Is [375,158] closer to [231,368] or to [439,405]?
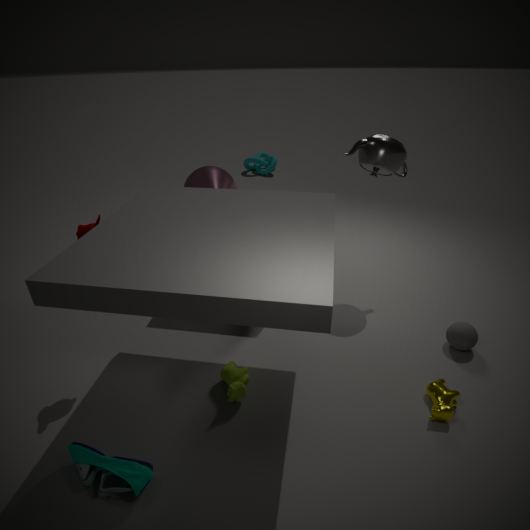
[439,405]
